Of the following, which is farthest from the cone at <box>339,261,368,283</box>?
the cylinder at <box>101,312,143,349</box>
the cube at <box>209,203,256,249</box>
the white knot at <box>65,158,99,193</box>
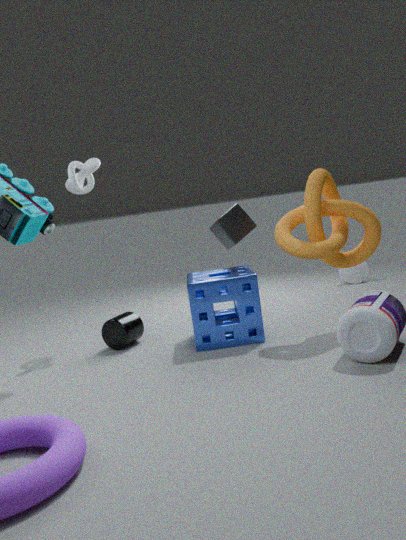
the white knot at <box>65,158,99,193</box>
